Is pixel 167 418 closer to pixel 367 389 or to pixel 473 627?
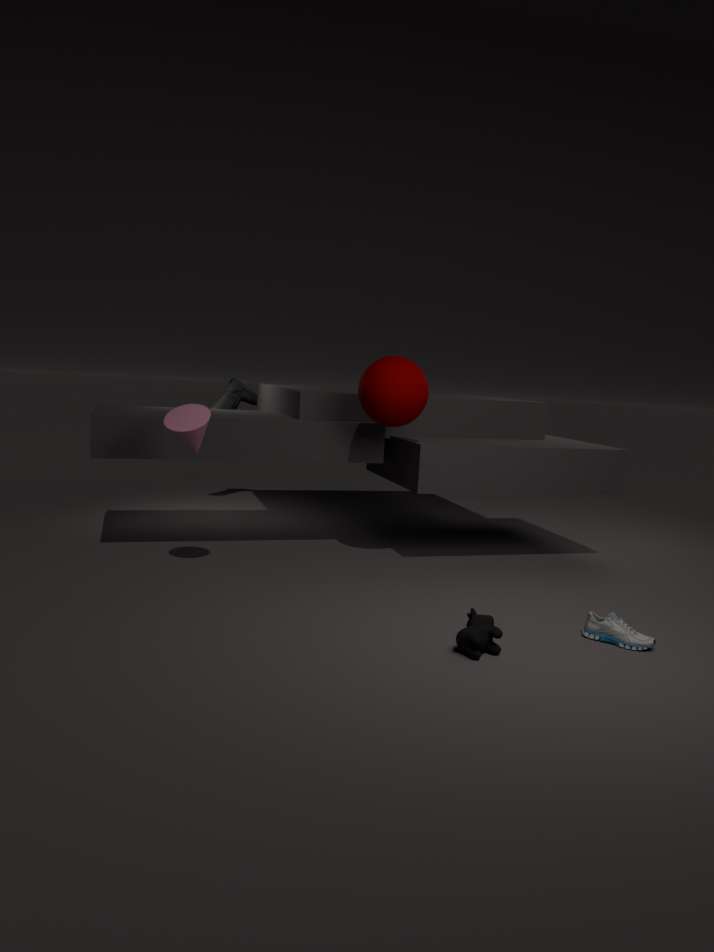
pixel 367 389
